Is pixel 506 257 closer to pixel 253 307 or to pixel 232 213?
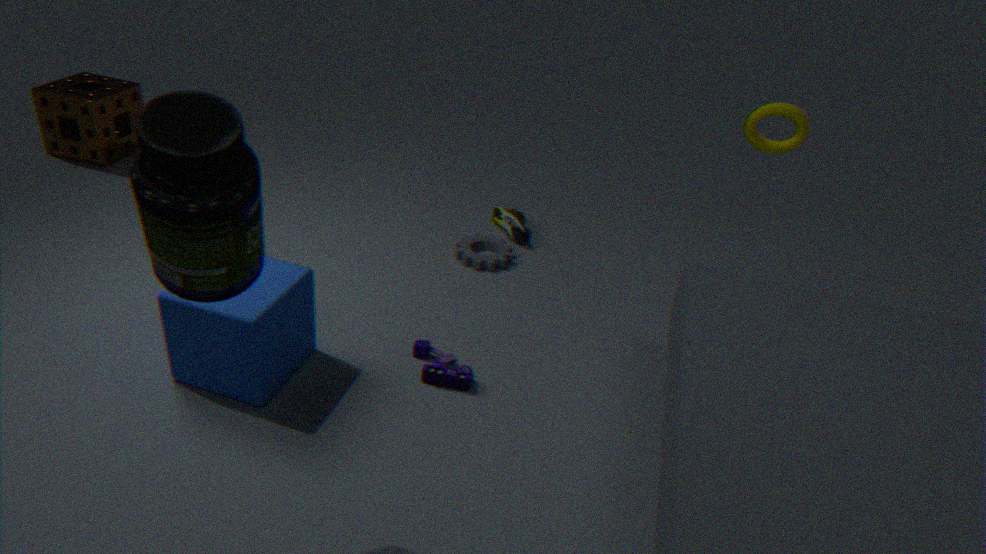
pixel 253 307
